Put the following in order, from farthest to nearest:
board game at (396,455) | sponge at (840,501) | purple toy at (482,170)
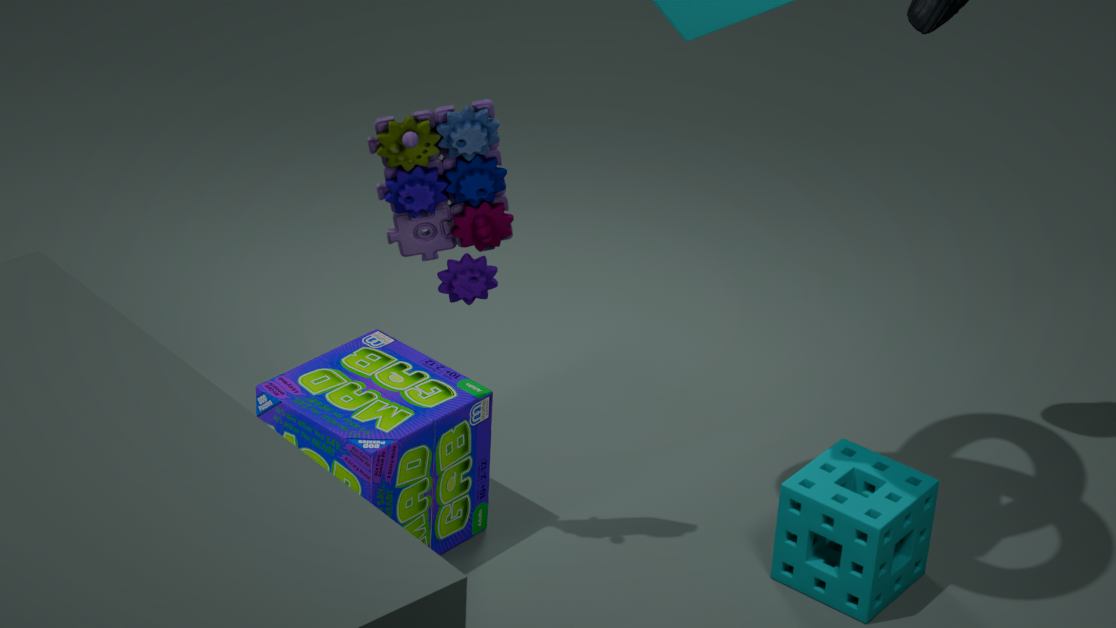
sponge at (840,501) < board game at (396,455) < purple toy at (482,170)
